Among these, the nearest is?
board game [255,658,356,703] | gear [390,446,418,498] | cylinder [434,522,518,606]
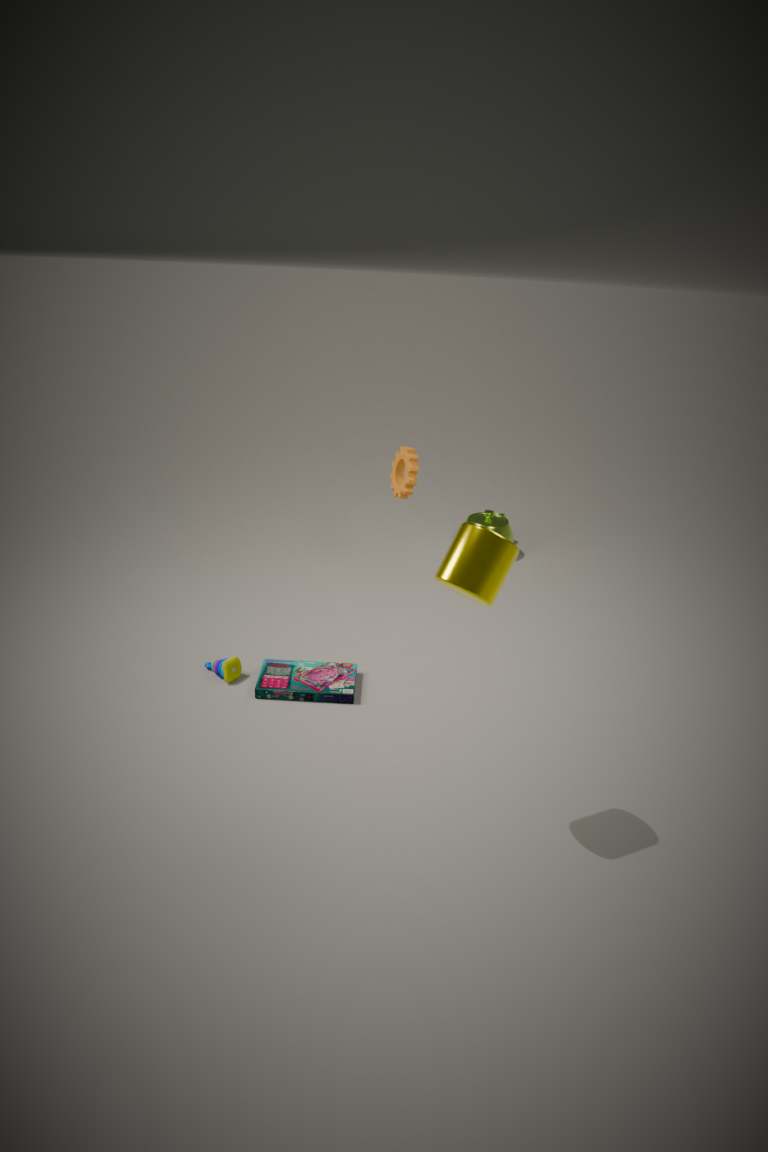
cylinder [434,522,518,606]
